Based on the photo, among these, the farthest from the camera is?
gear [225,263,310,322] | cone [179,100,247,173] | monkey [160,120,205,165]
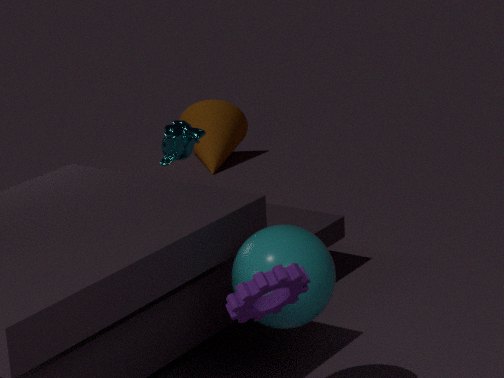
cone [179,100,247,173]
